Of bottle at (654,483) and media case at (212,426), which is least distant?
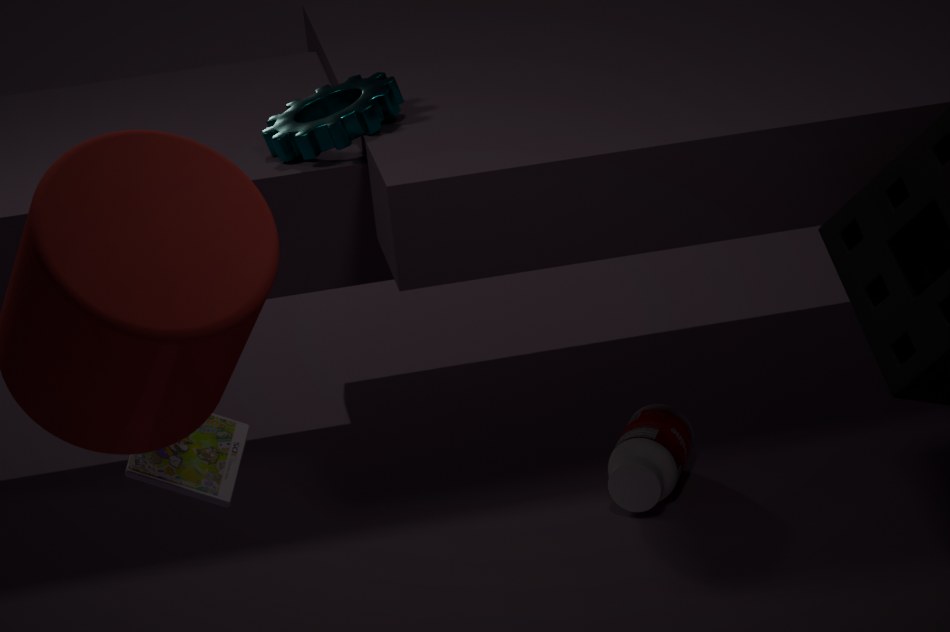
media case at (212,426)
